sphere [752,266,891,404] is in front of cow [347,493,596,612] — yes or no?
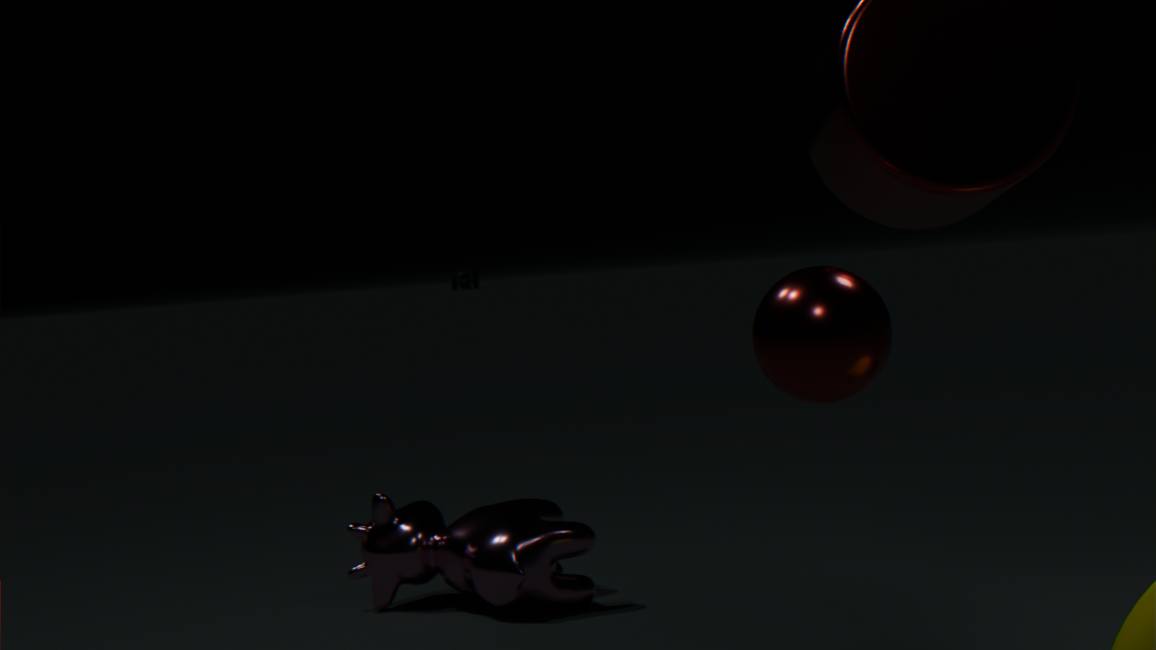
Yes
